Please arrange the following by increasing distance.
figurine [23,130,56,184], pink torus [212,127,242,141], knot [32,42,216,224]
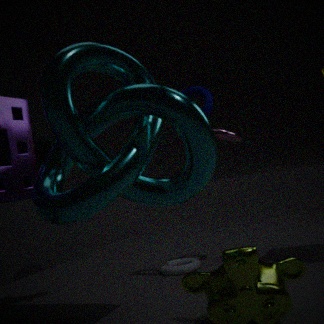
knot [32,42,216,224] → figurine [23,130,56,184] → pink torus [212,127,242,141]
